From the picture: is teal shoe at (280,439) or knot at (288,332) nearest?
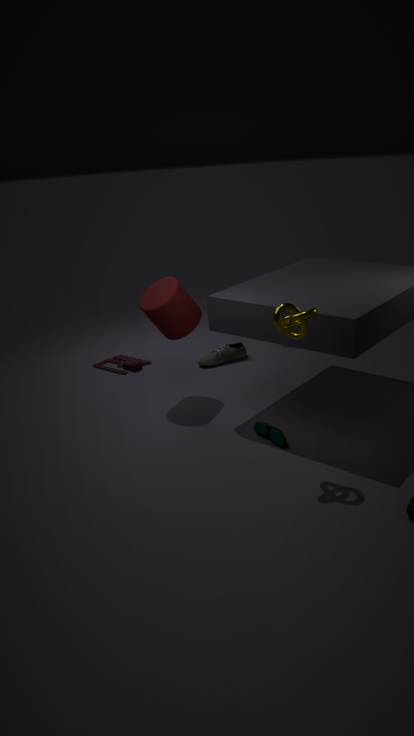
knot at (288,332)
